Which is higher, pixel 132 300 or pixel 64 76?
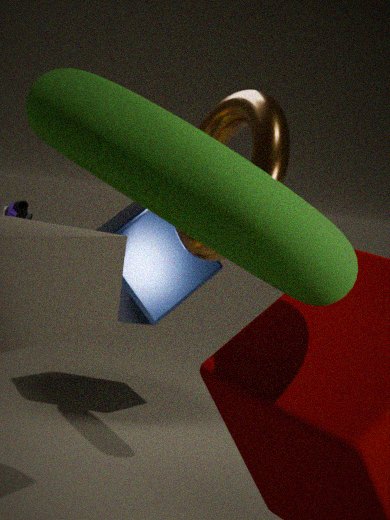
pixel 64 76
